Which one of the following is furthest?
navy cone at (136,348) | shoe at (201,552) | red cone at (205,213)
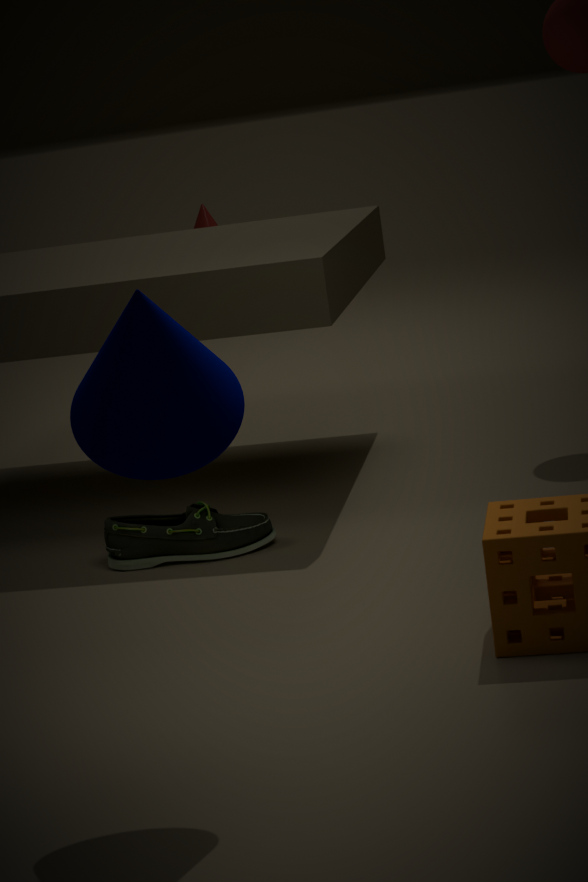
red cone at (205,213)
